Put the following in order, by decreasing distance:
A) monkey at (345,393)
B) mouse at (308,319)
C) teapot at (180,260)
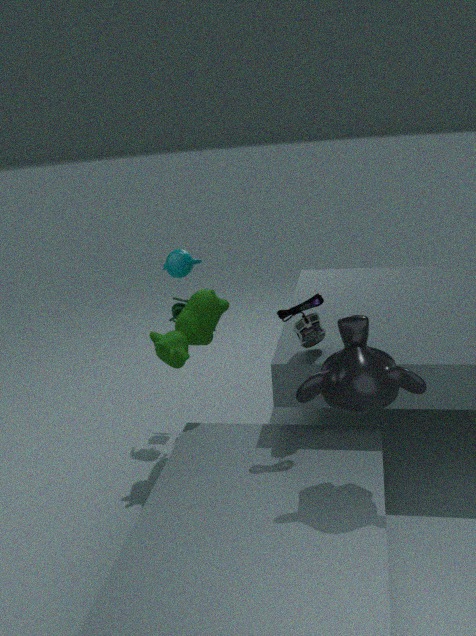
teapot at (180,260)
mouse at (308,319)
monkey at (345,393)
